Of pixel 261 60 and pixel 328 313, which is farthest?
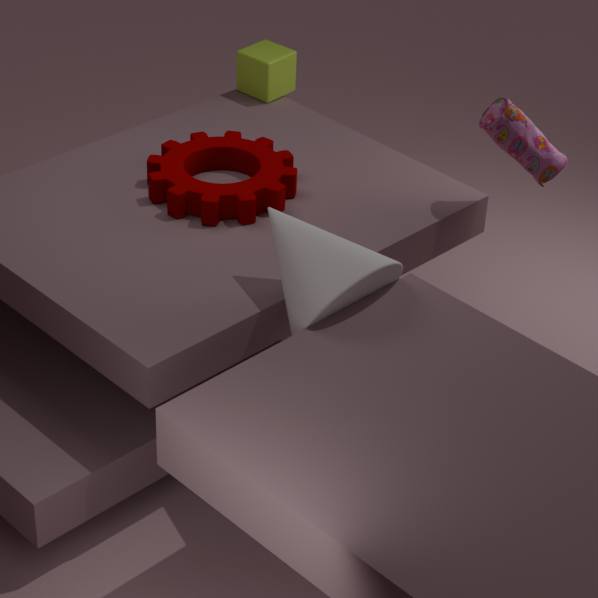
pixel 261 60
